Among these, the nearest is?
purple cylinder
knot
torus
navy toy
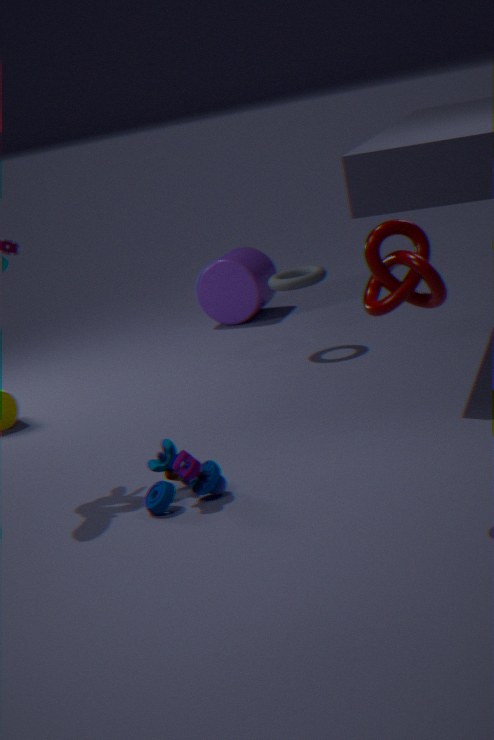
knot
